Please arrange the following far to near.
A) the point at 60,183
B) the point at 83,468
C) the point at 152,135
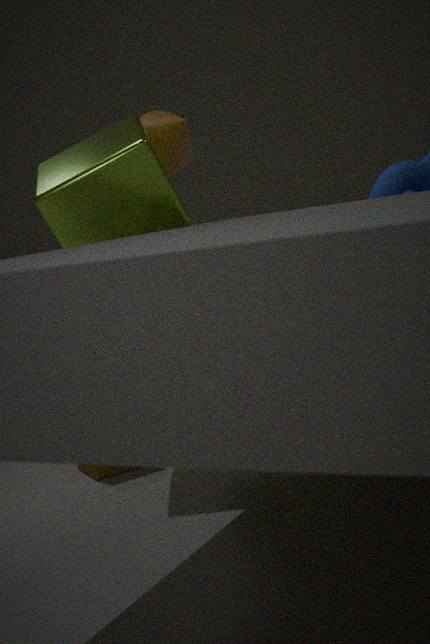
the point at 152,135, the point at 83,468, the point at 60,183
